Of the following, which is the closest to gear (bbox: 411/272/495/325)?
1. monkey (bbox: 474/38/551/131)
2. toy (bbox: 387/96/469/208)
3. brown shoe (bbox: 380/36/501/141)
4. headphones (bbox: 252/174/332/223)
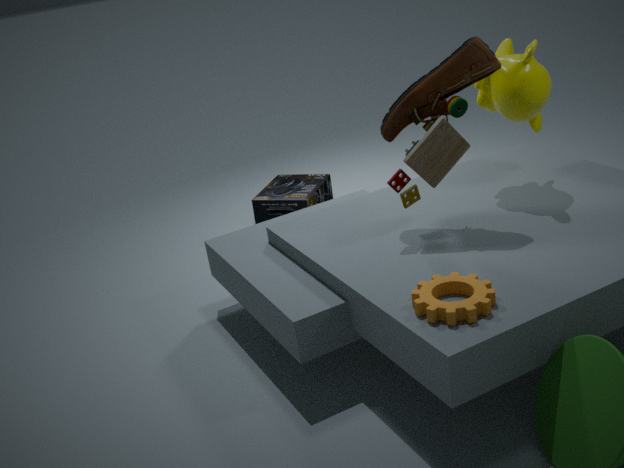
toy (bbox: 387/96/469/208)
